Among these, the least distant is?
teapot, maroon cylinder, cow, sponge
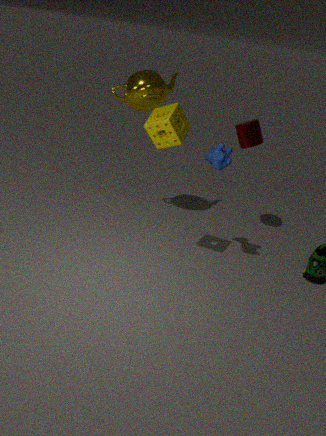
sponge
